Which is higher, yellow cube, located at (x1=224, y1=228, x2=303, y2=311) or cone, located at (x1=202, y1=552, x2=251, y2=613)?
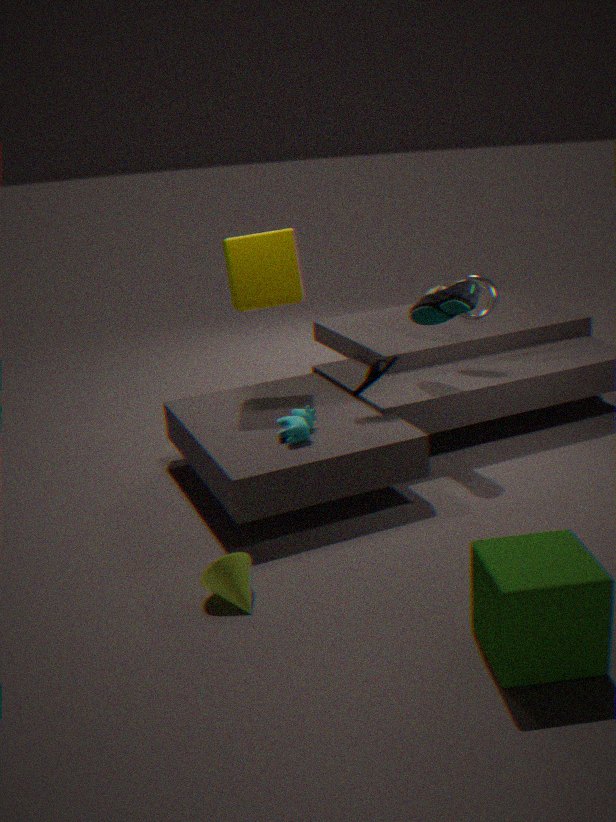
yellow cube, located at (x1=224, y1=228, x2=303, y2=311)
